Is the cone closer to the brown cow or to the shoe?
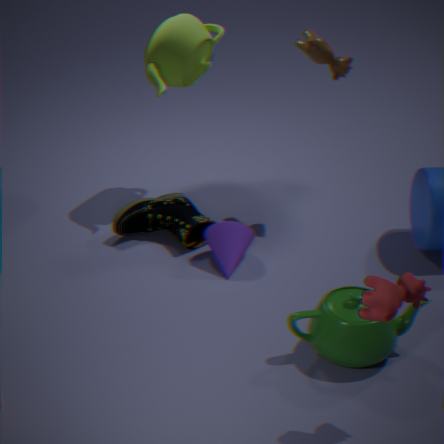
the shoe
